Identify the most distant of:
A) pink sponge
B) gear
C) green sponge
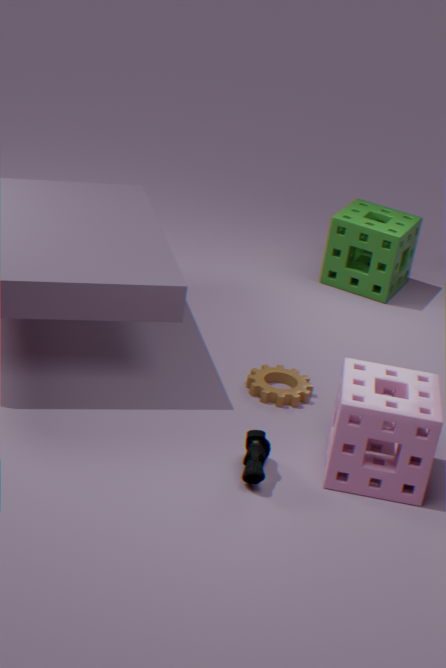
green sponge
